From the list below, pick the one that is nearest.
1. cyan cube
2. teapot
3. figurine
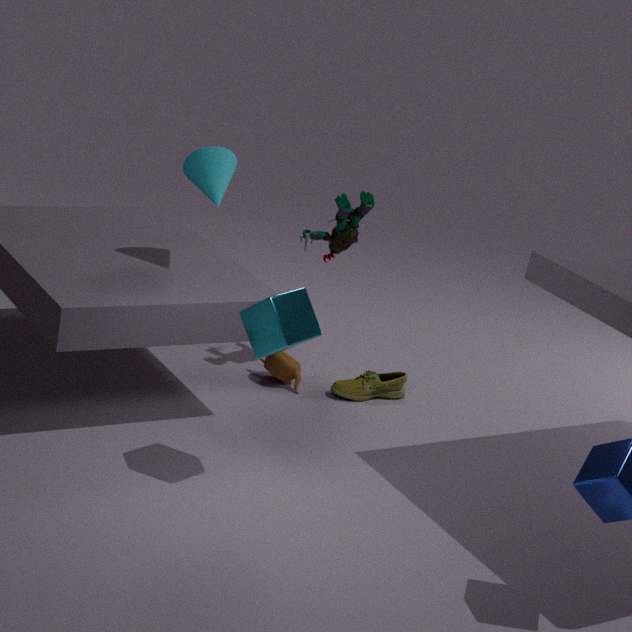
cyan cube
